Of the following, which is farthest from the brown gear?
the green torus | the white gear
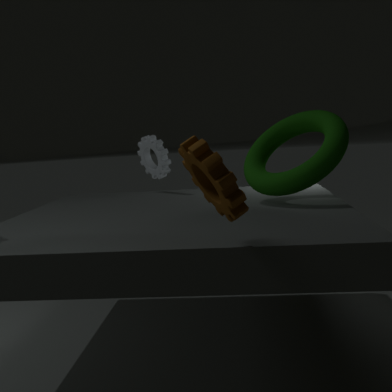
the white gear
